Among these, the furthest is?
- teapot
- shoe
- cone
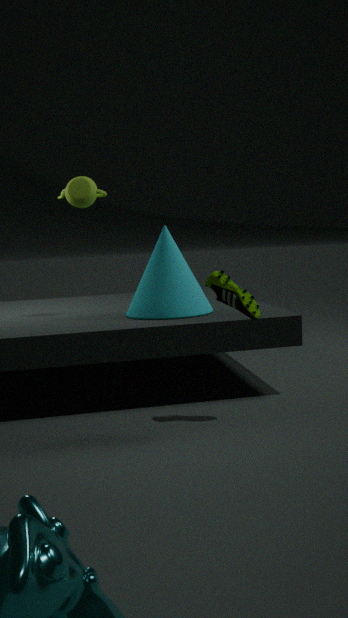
teapot
